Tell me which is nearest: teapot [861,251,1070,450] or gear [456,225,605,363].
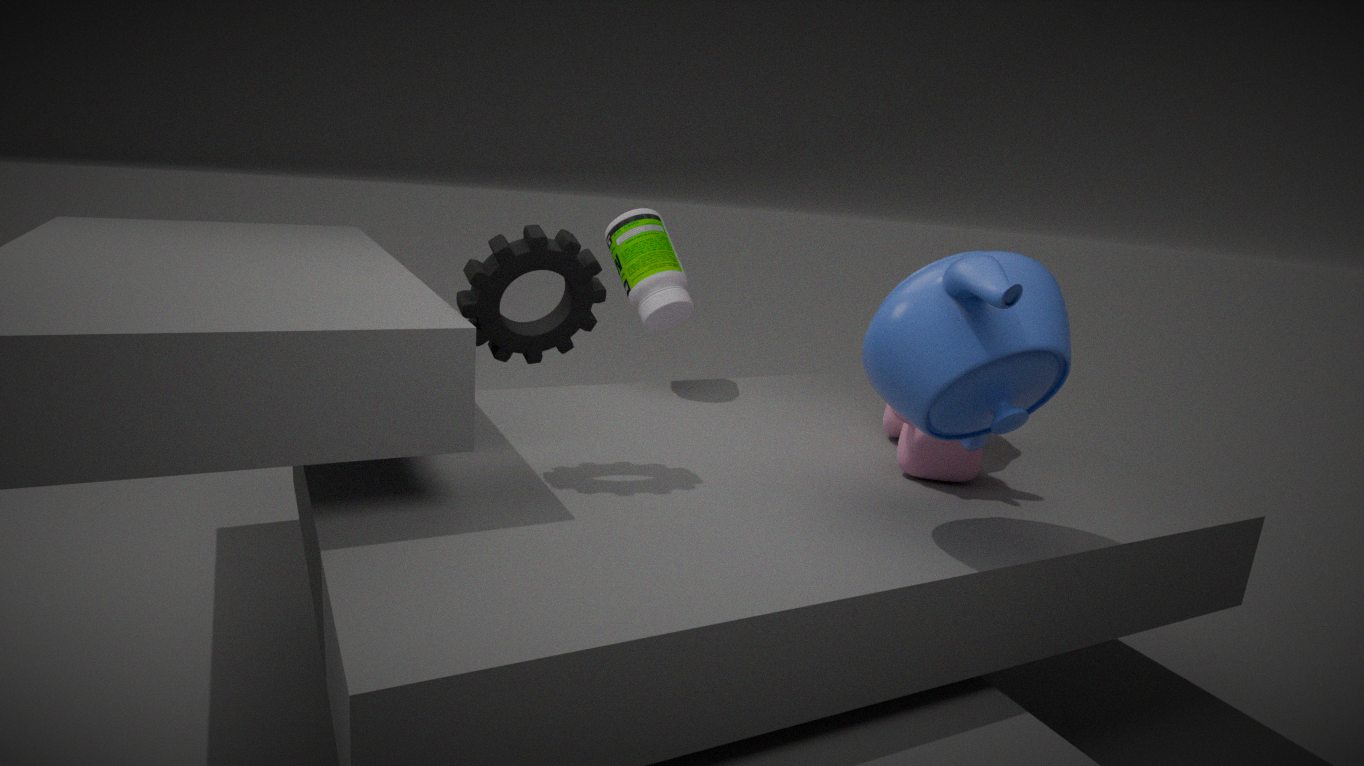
teapot [861,251,1070,450]
